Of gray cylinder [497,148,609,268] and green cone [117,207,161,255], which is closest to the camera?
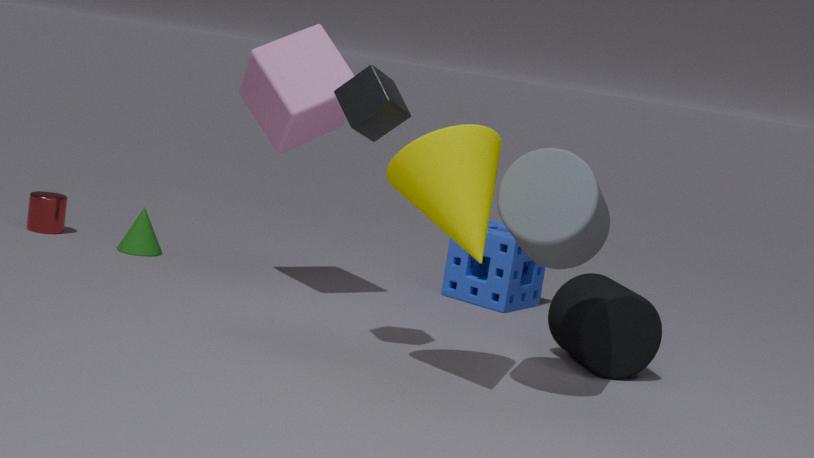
gray cylinder [497,148,609,268]
